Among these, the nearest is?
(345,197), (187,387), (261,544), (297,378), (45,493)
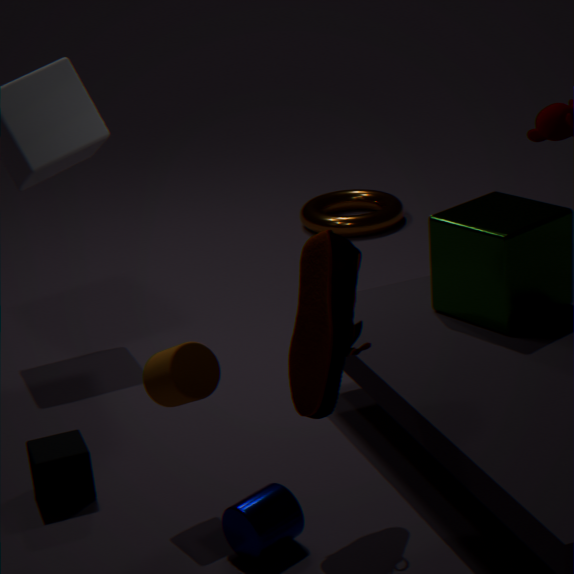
(261,544)
